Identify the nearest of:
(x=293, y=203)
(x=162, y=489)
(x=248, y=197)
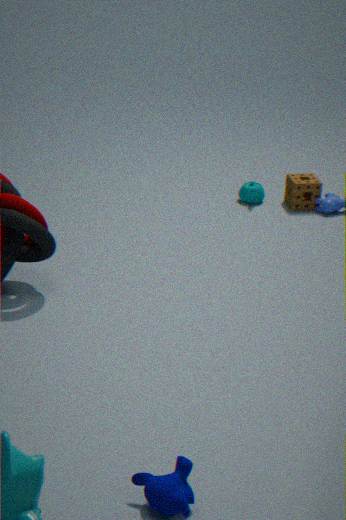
(x=162, y=489)
